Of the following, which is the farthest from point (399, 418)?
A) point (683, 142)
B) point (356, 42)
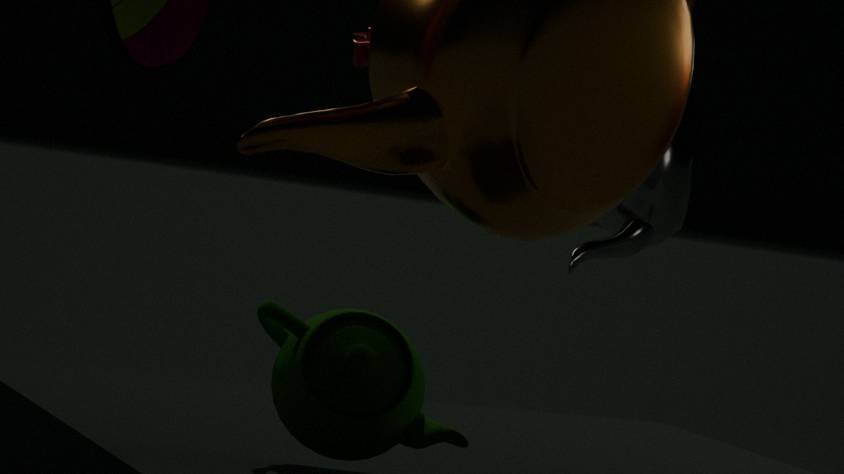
point (683, 142)
